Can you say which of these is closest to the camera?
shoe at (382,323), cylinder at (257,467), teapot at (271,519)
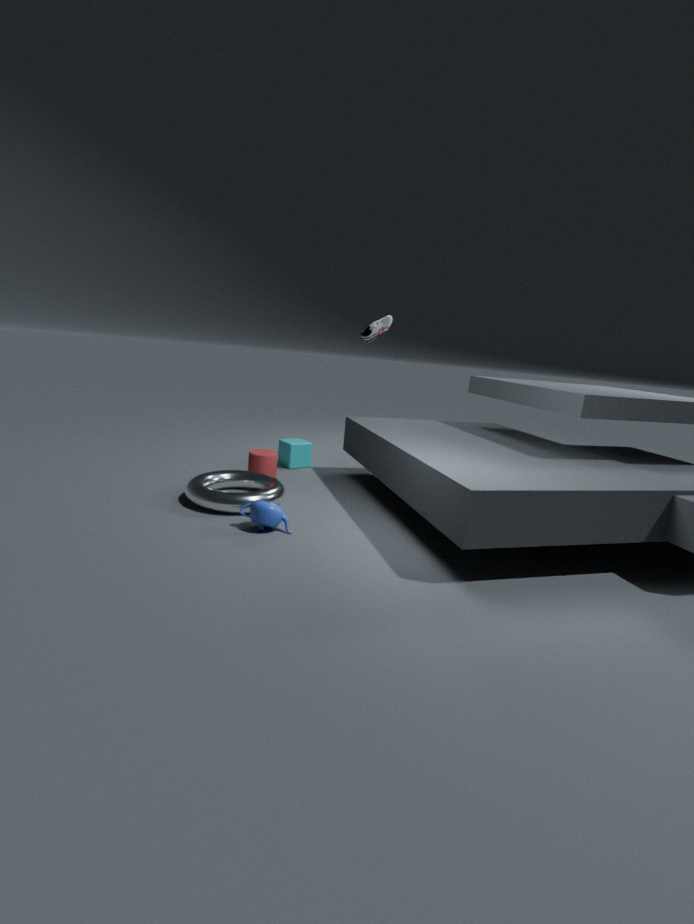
teapot at (271,519)
